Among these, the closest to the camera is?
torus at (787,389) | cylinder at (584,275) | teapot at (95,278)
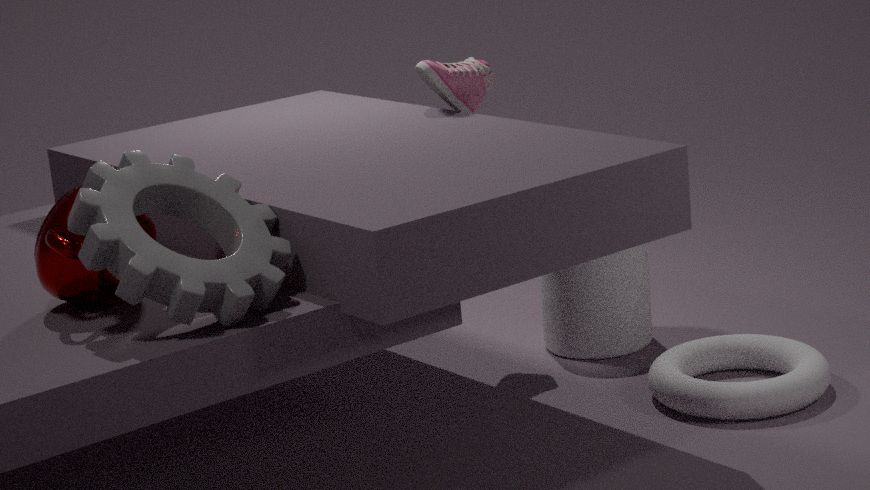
teapot at (95,278)
